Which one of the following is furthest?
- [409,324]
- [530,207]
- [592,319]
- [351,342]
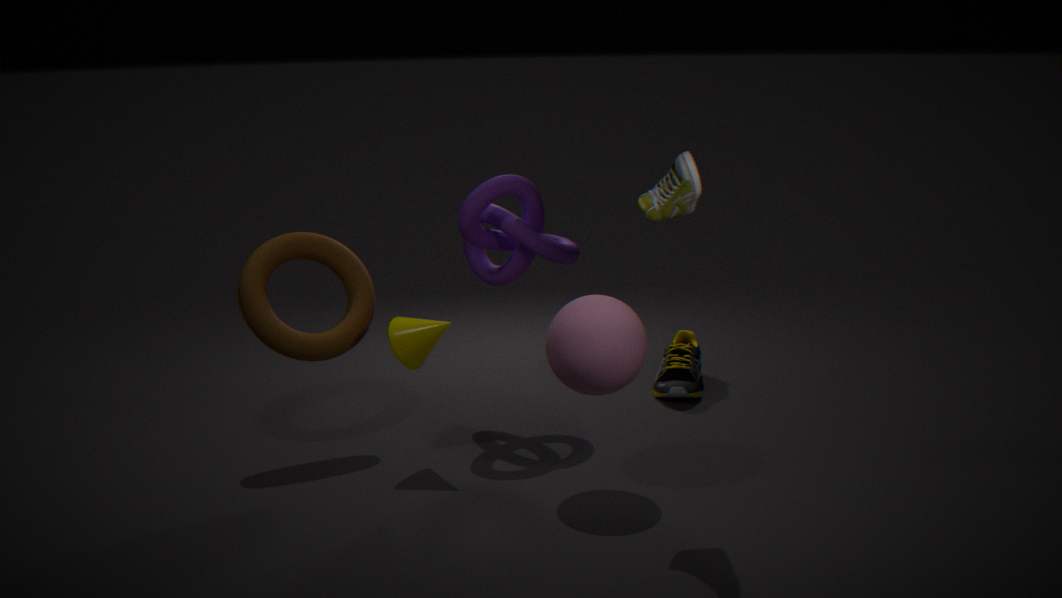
[530,207]
